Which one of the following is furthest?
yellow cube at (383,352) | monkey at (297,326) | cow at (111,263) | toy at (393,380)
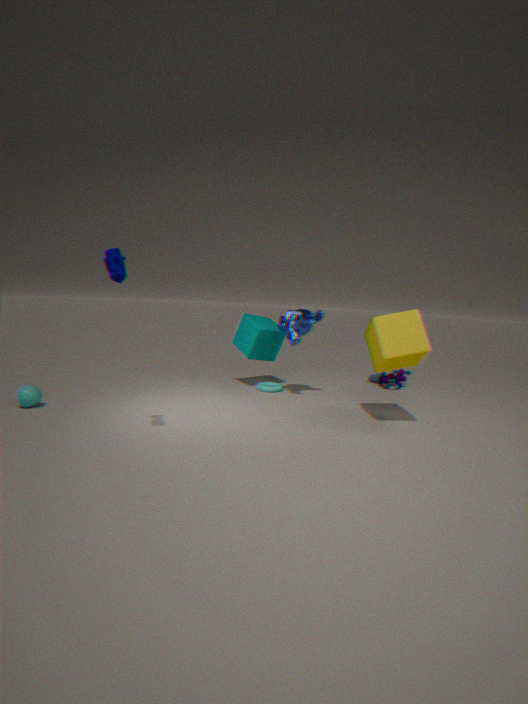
toy at (393,380)
